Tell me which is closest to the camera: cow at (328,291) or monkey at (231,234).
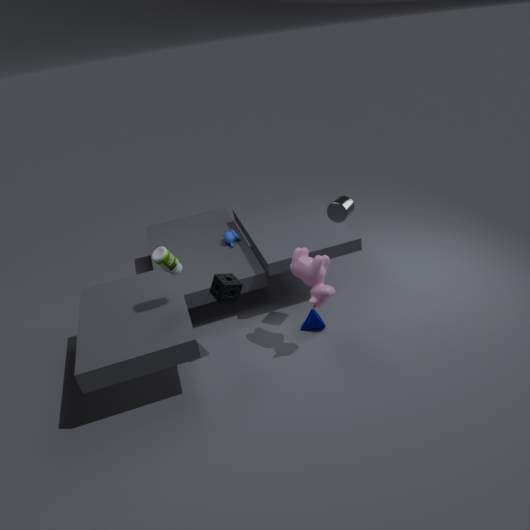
cow at (328,291)
